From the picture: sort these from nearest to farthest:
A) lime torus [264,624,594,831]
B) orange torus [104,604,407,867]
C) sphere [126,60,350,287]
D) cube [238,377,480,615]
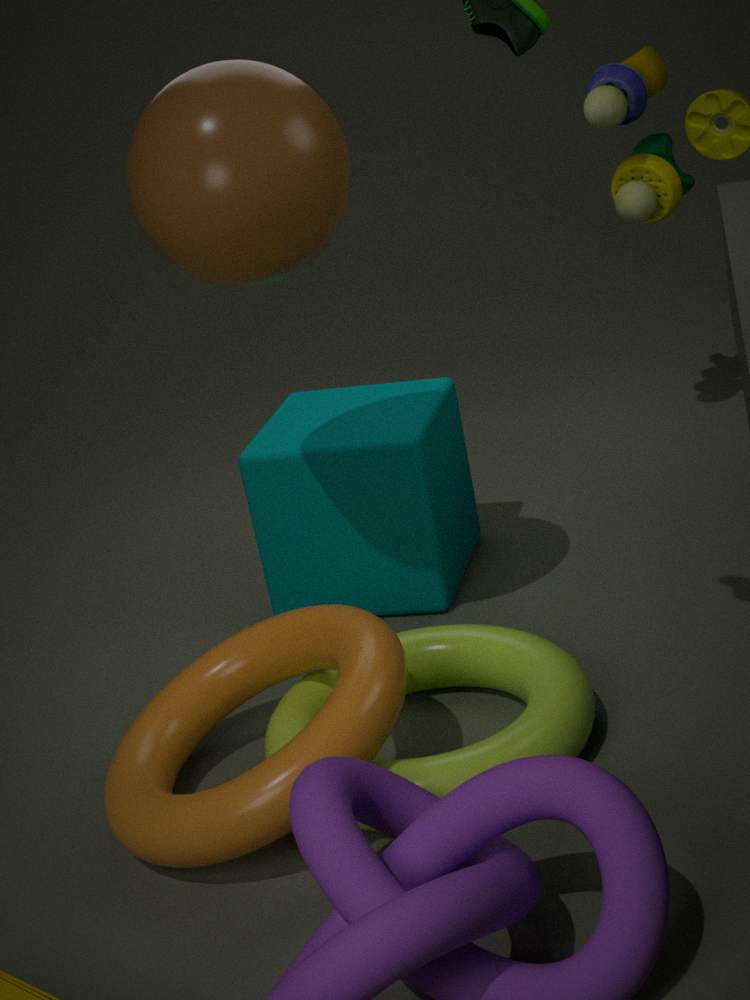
orange torus [104,604,407,867] < lime torus [264,624,594,831] < sphere [126,60,350,287] < cube [238,377,480,615]
